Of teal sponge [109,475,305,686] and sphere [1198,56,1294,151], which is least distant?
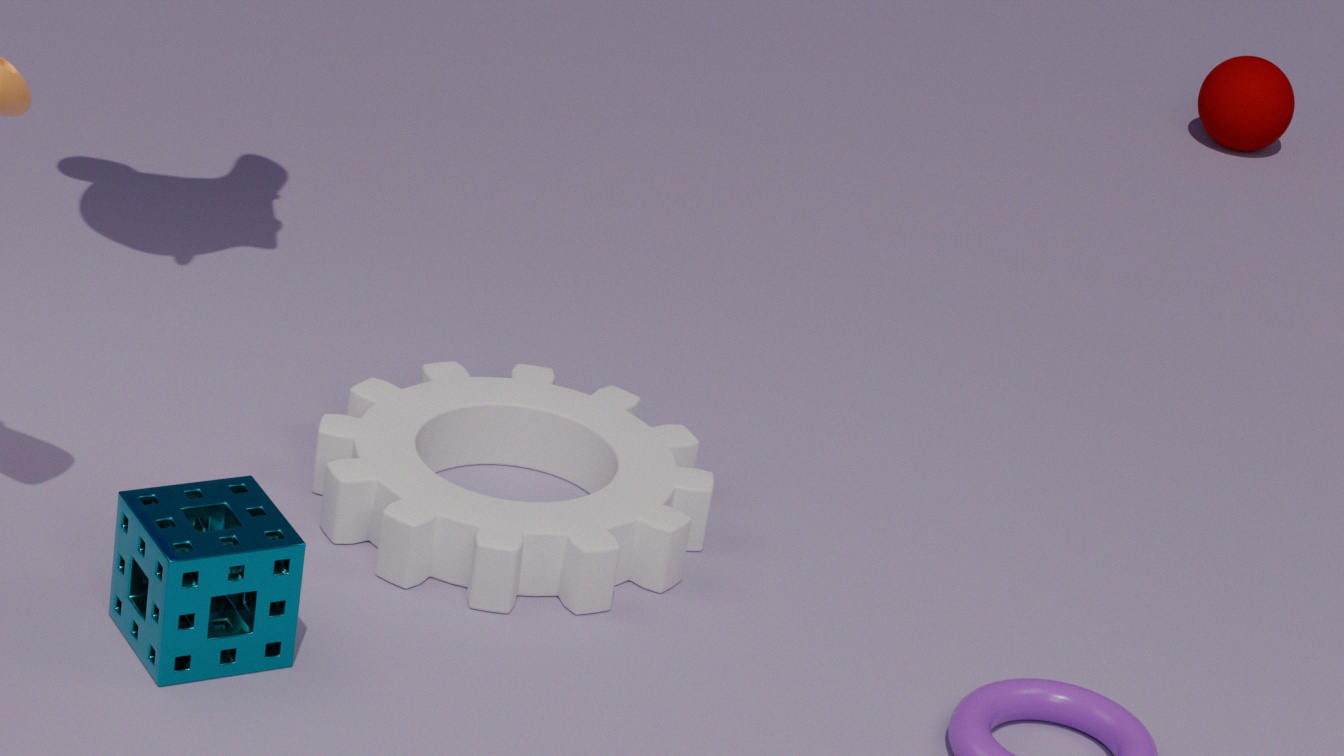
teal sponge [109,475,305,686]
